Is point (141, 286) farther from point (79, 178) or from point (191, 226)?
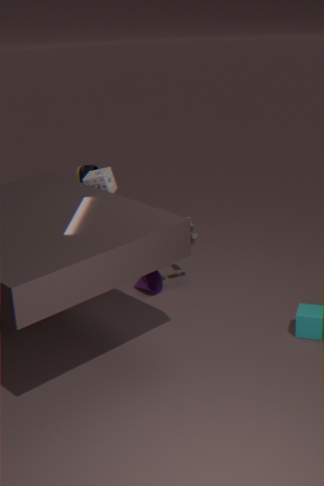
point (79, 178)
